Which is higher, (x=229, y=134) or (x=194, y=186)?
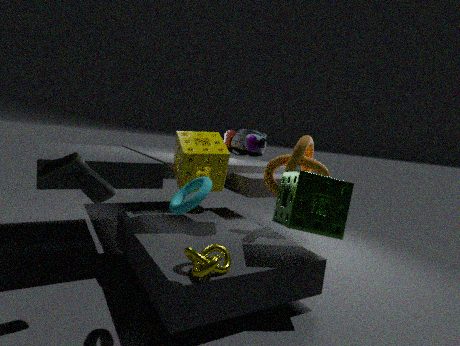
(x=229, y=134)
